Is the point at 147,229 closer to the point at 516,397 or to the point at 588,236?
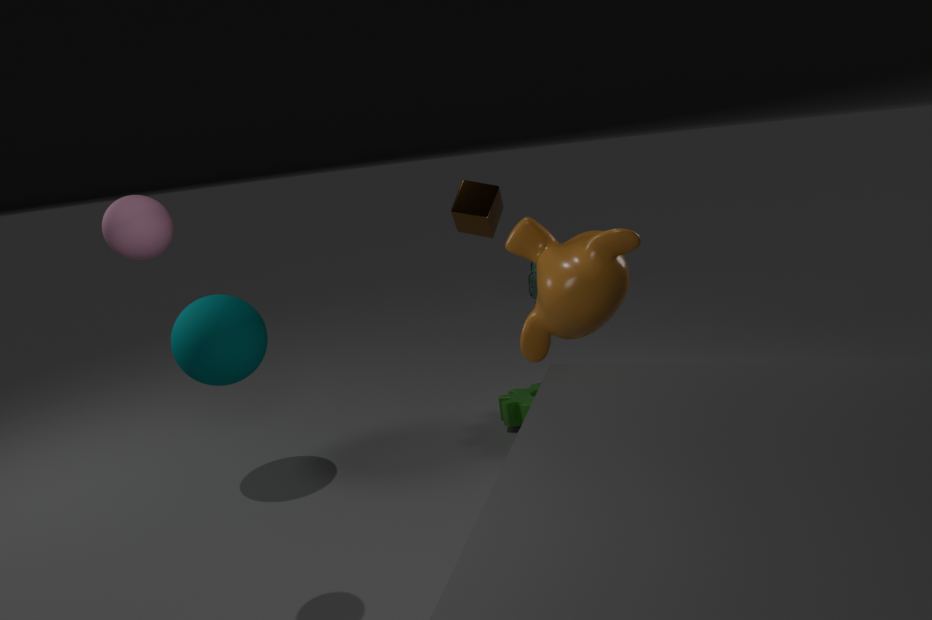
the point at 588,236
